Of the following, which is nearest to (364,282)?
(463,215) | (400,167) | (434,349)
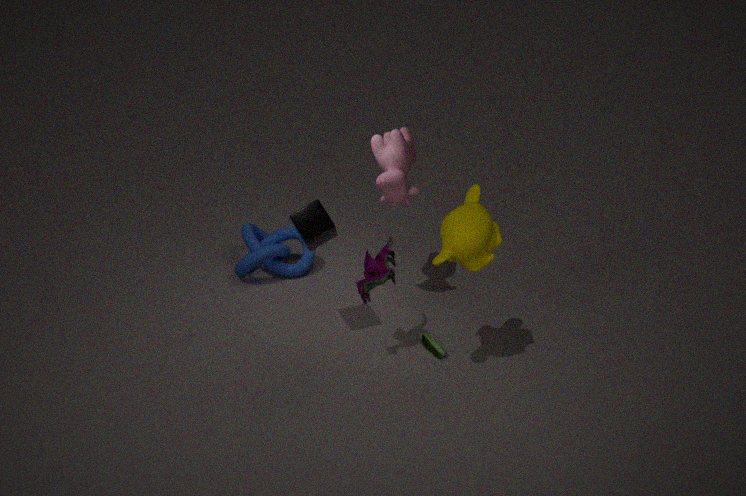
(463,215)
